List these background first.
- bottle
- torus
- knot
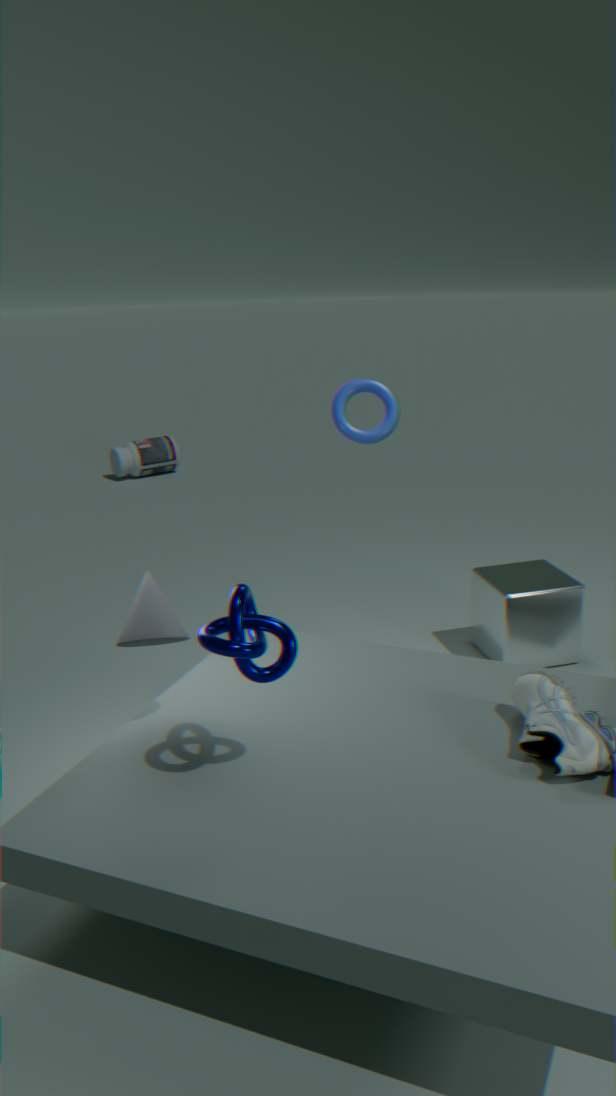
bottle < torus < knot
